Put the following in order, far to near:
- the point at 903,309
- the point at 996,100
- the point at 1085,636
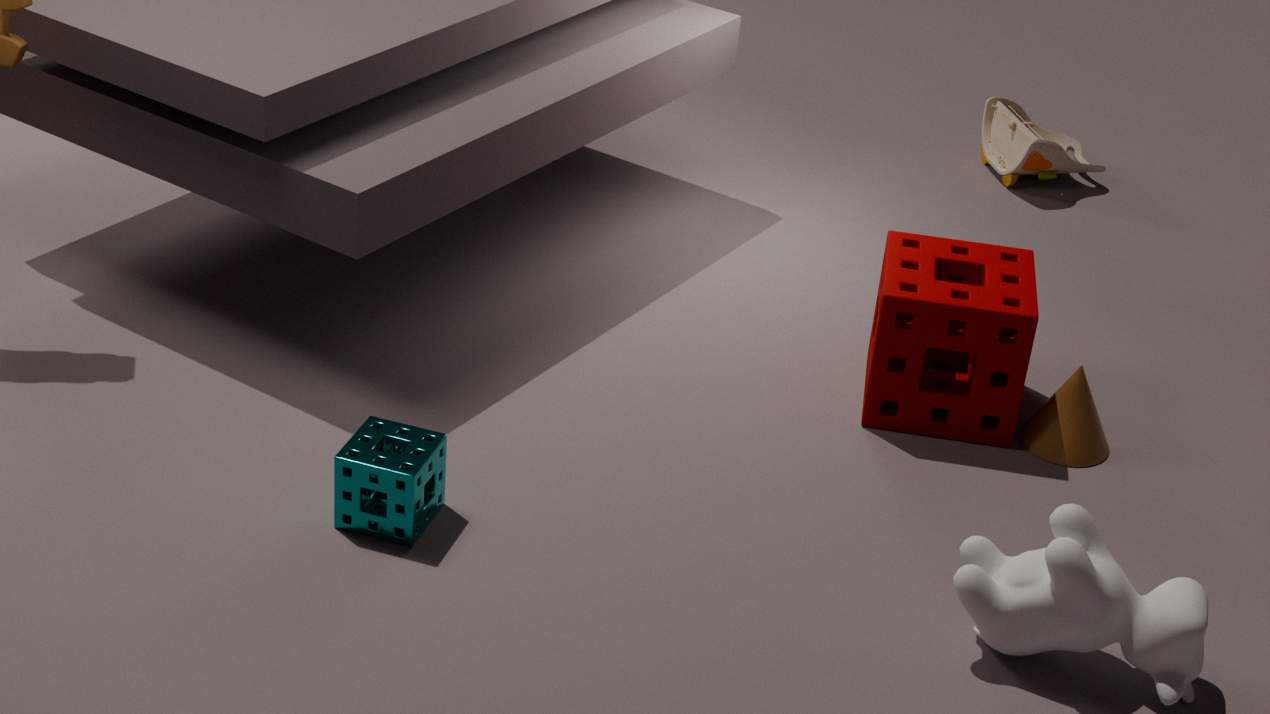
the point at 996,100
the point at 903,309
the point at 1085,636
